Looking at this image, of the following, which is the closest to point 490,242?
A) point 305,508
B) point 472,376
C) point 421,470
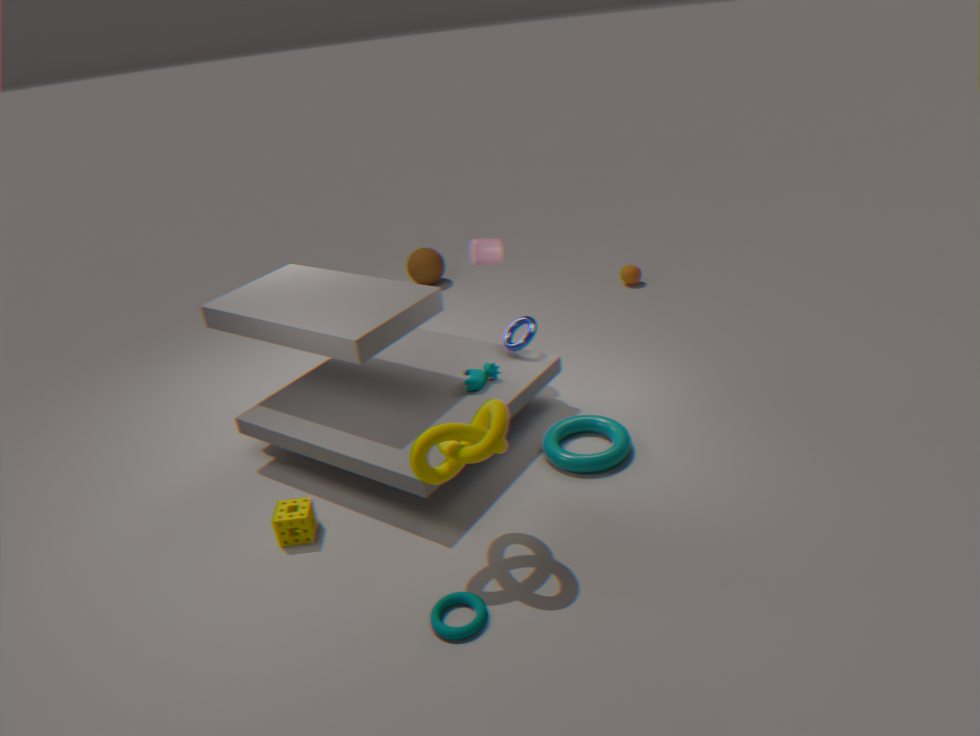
point 472,376
